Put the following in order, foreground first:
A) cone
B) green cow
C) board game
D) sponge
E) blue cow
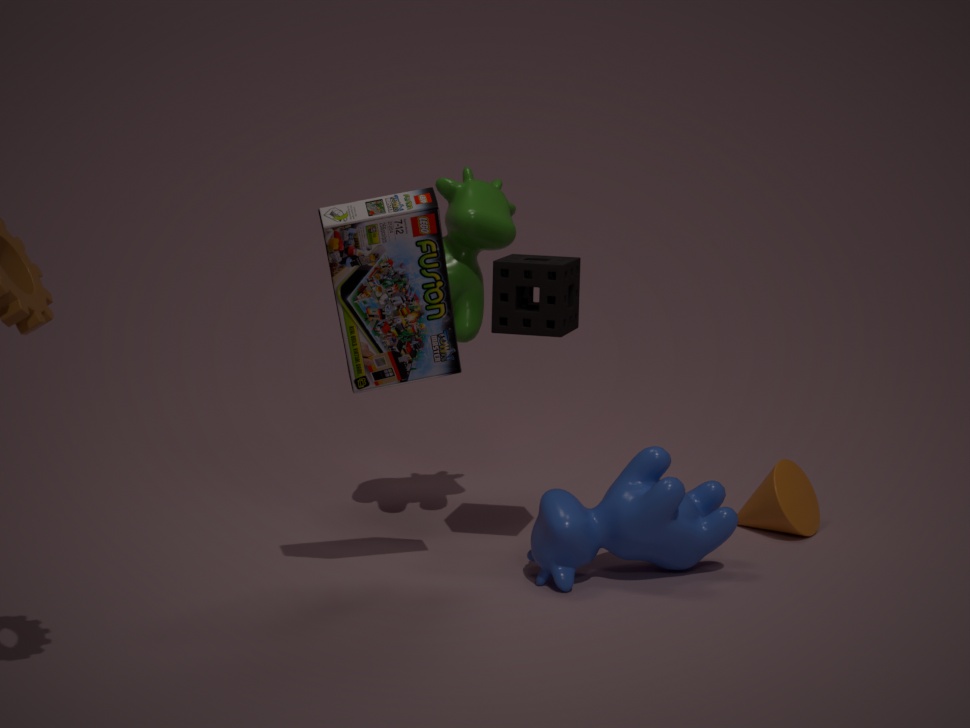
1. board game
2. blue cow
3. sponge
4. green cow
5. cone
